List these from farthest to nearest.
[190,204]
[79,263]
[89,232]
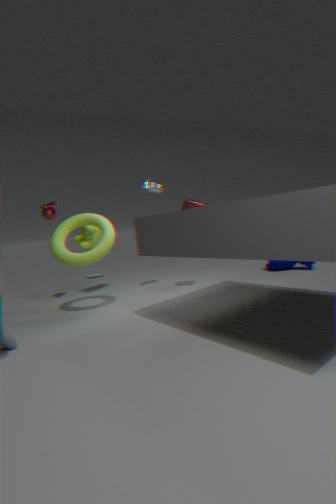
[89,232], [190,204], [79,263]
